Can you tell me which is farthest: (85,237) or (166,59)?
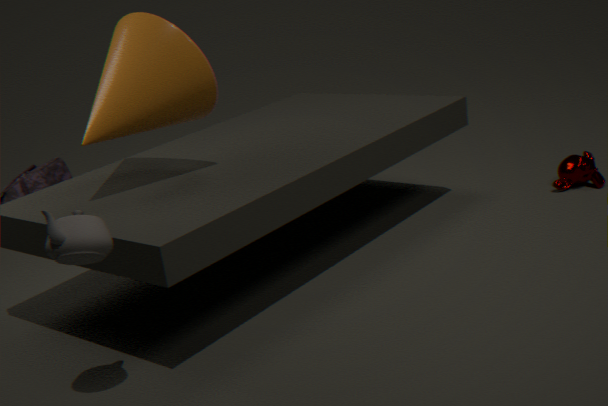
(166,59)
